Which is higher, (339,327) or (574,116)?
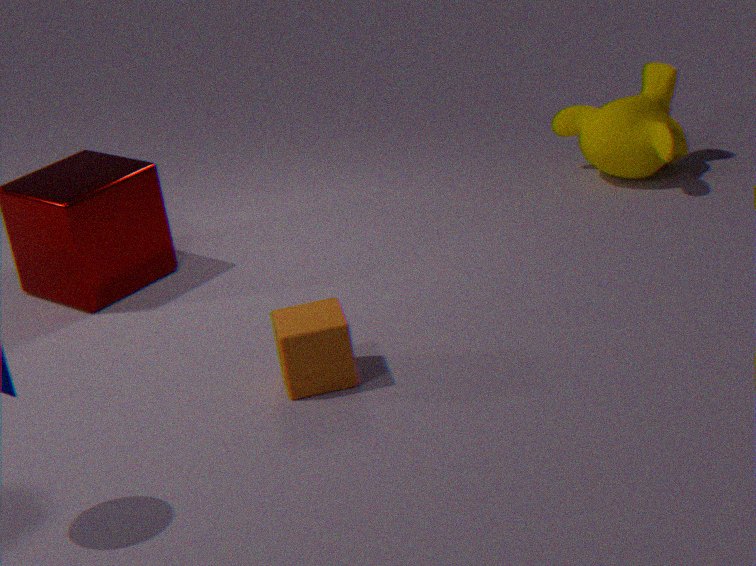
(574,116)
